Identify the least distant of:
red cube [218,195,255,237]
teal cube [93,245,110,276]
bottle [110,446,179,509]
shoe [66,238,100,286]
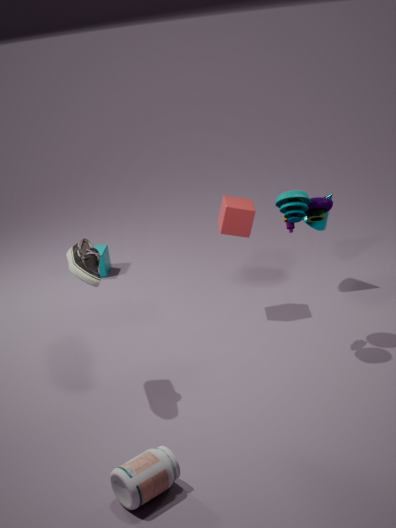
bottle [110,446,179,509]
